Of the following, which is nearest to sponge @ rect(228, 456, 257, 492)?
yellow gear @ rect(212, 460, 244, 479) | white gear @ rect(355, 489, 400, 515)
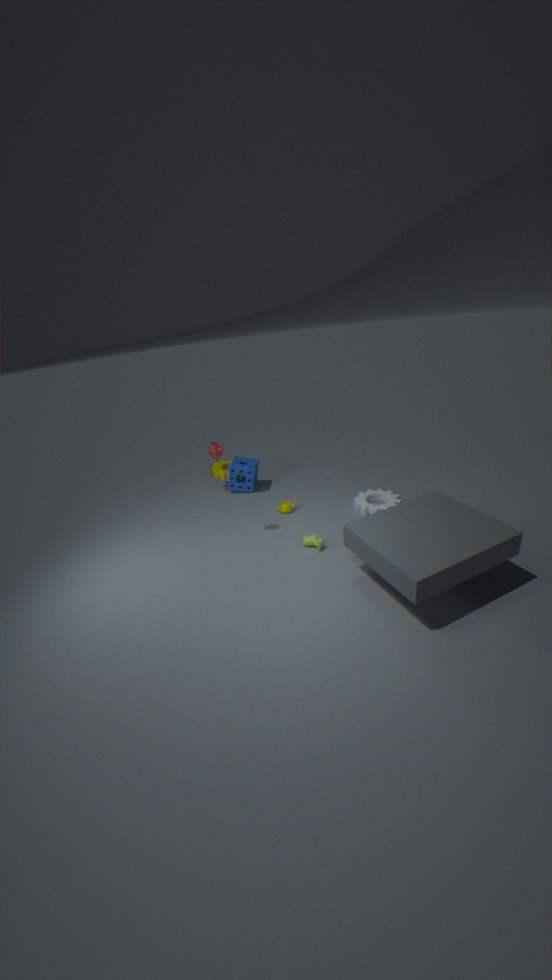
yellow gear @ rect(212, 460, 244, 479)
